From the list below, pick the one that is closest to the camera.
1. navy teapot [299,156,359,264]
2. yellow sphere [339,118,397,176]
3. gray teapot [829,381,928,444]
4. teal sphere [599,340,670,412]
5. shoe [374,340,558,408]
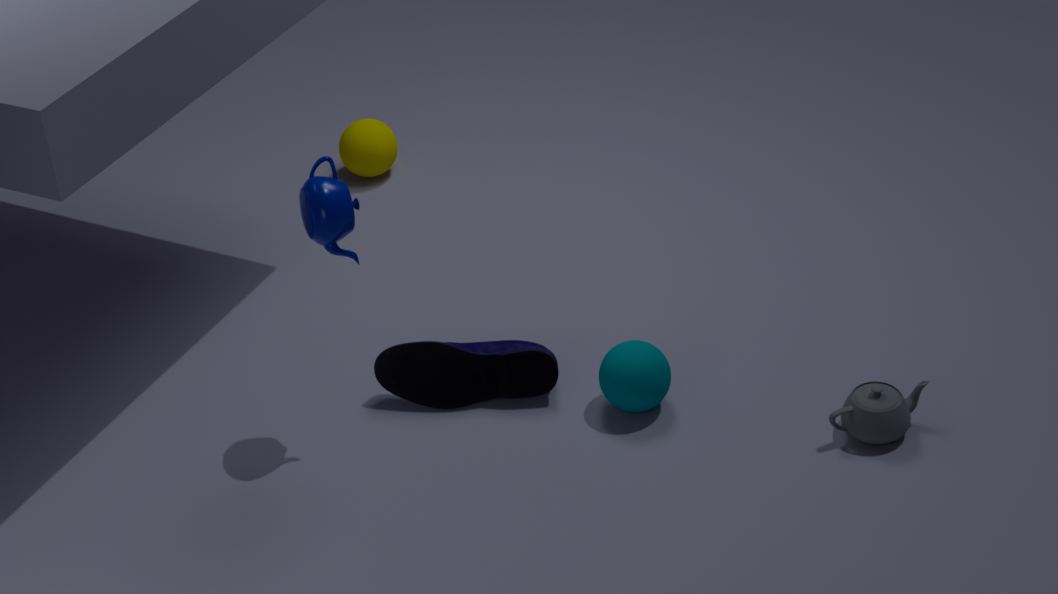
navy teapot [299,156,359,264]
